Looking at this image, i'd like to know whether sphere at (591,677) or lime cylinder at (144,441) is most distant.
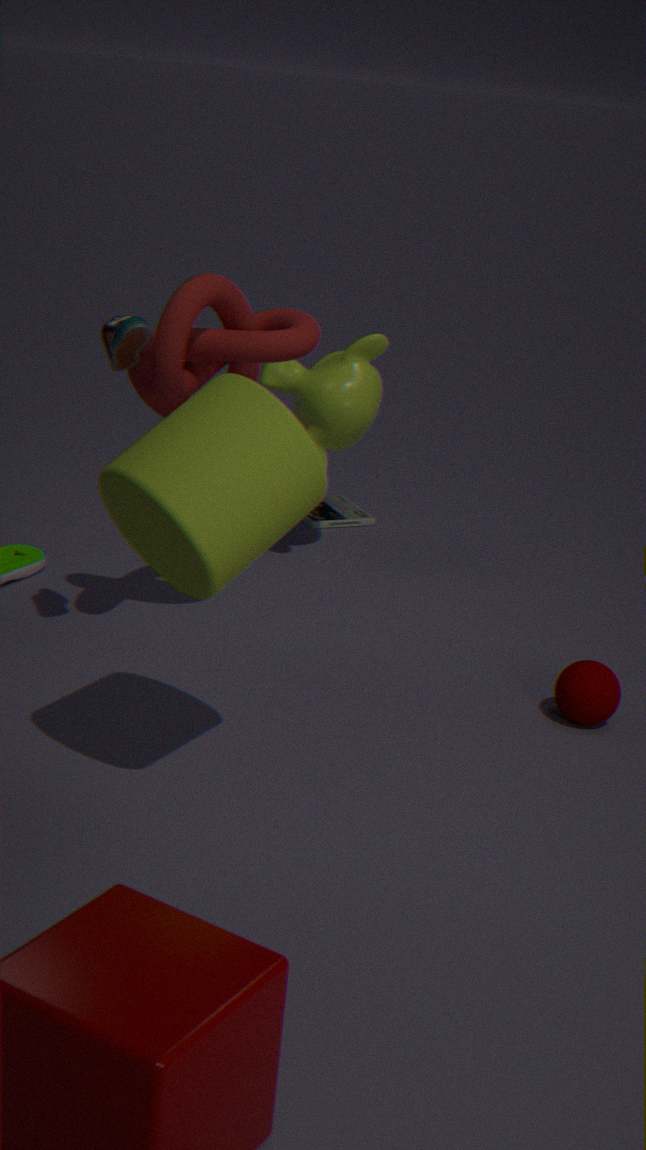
sphere at (591,677)
